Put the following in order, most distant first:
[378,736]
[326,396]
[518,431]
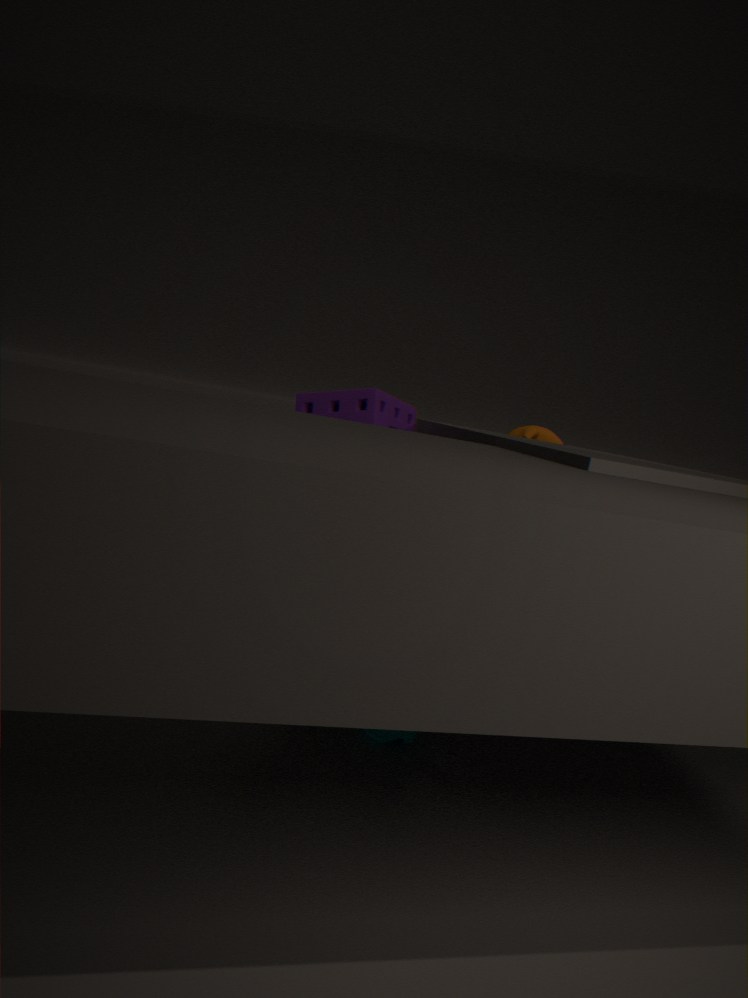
[518,431] → [326,396] → [378,736]
